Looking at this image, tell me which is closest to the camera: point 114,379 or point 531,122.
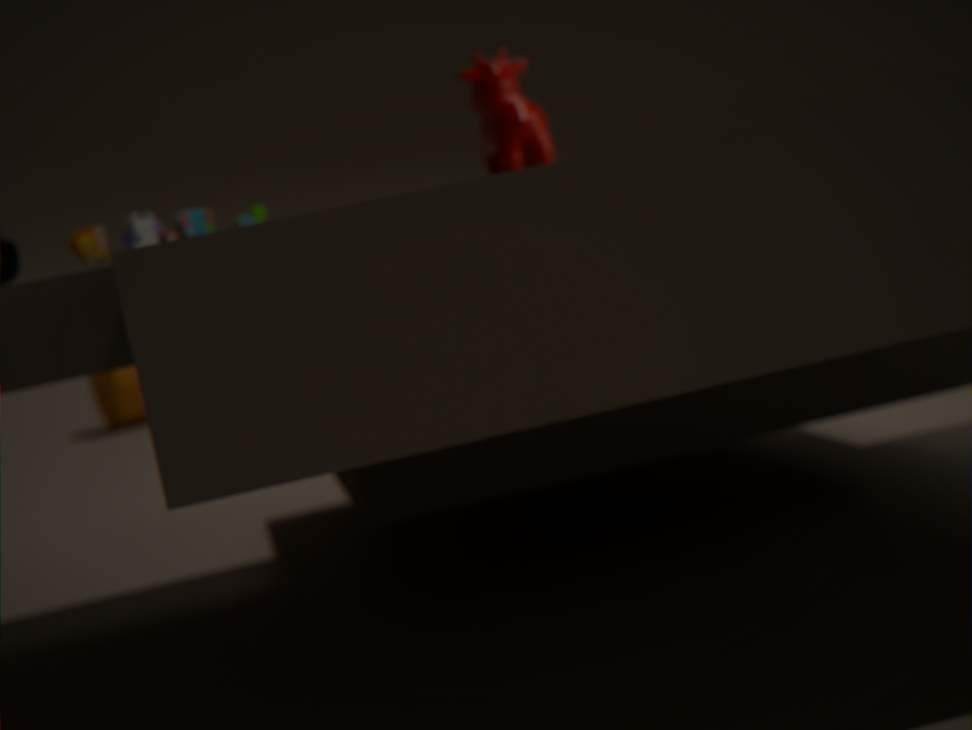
point 531,122
